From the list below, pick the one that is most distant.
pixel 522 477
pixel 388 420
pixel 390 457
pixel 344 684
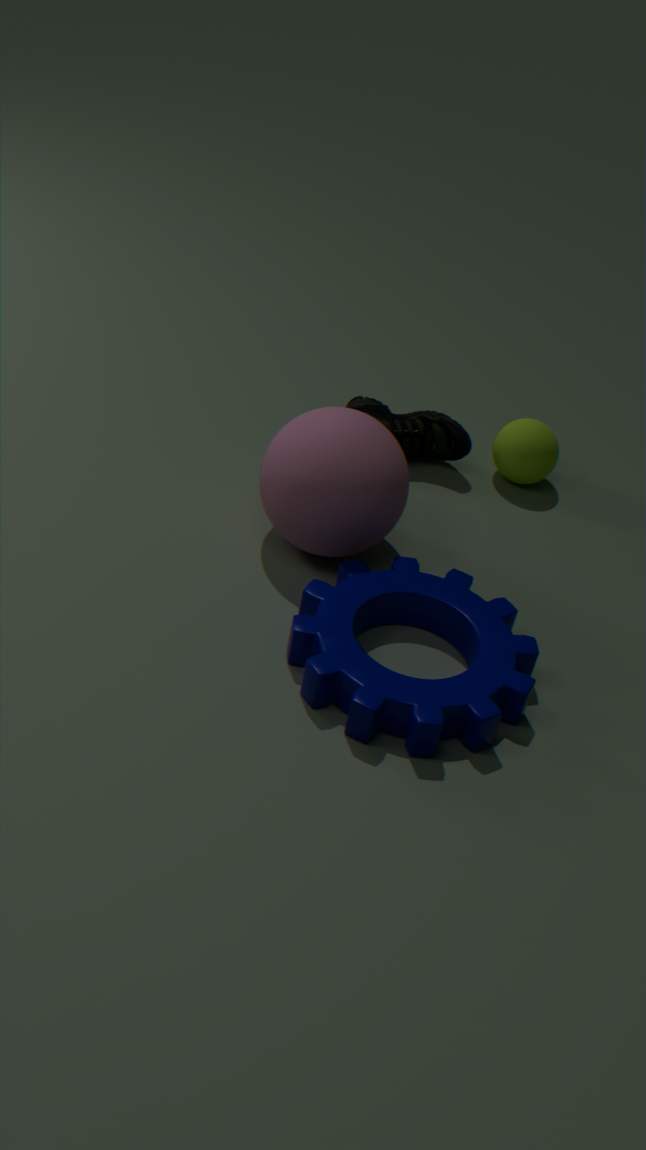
pixel 522 477
